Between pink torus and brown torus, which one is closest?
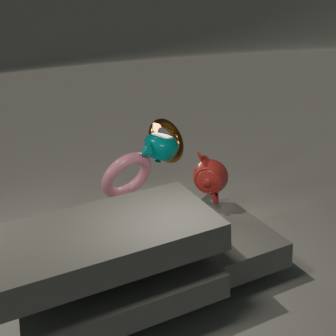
pink torus
